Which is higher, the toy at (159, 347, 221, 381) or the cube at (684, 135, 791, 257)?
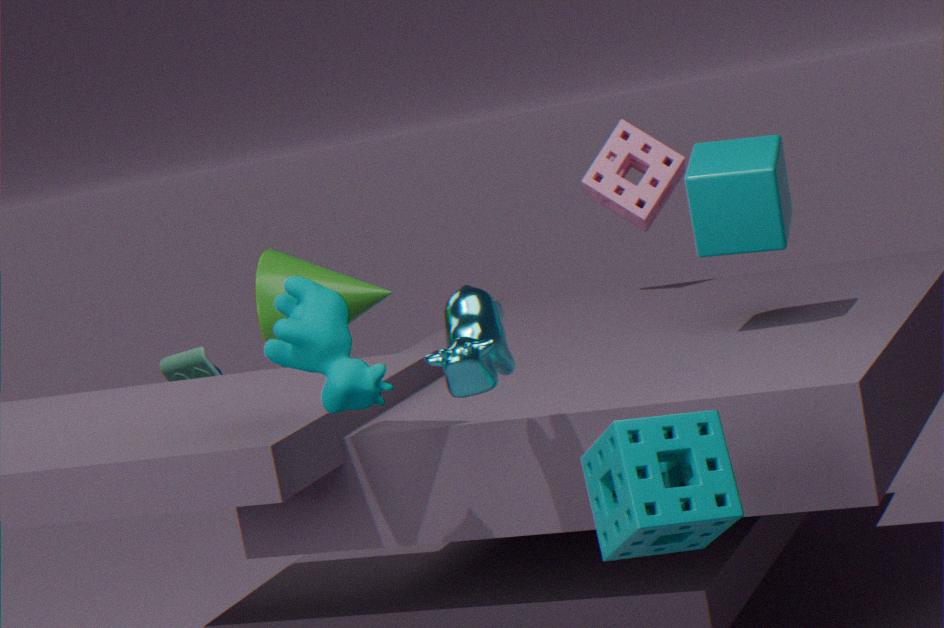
the cube at (684, 135, 791, 257)
